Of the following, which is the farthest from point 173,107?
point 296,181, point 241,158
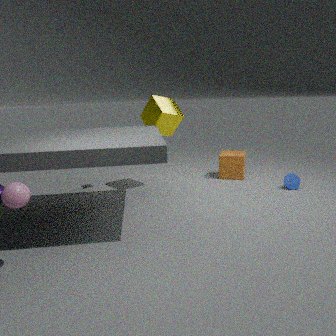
point 296,181
